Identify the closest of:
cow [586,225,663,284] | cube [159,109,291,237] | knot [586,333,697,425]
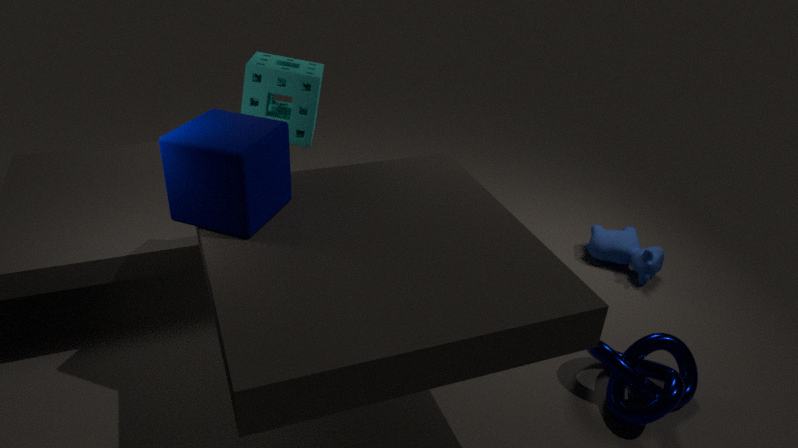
cube [159,109,291,237]
